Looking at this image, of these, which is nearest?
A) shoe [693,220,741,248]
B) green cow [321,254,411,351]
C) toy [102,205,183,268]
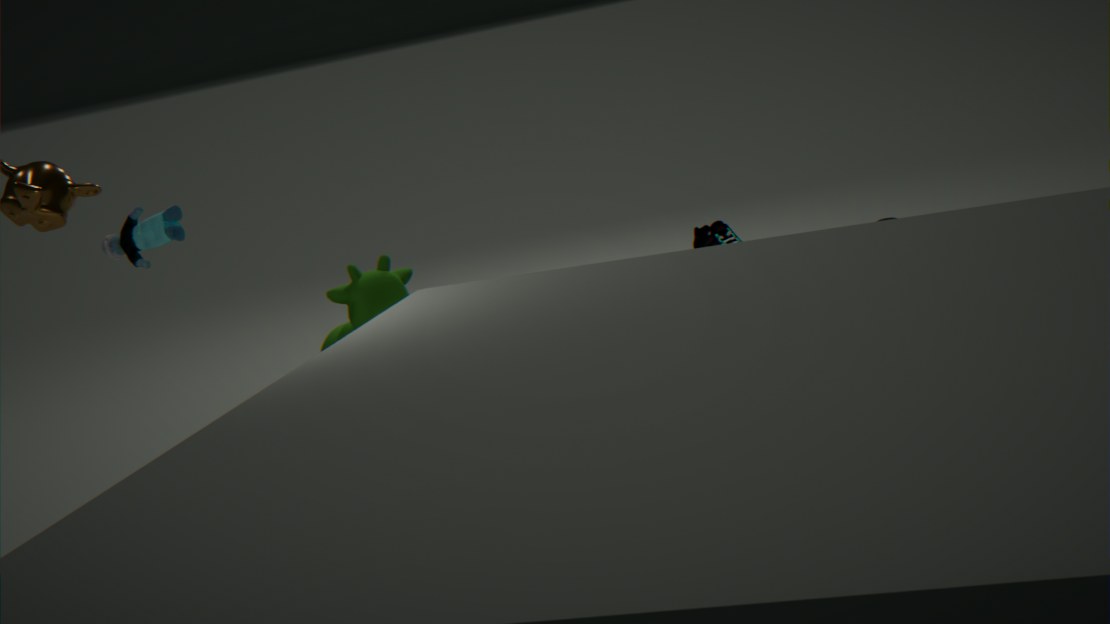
toy [102,205,183,268]
